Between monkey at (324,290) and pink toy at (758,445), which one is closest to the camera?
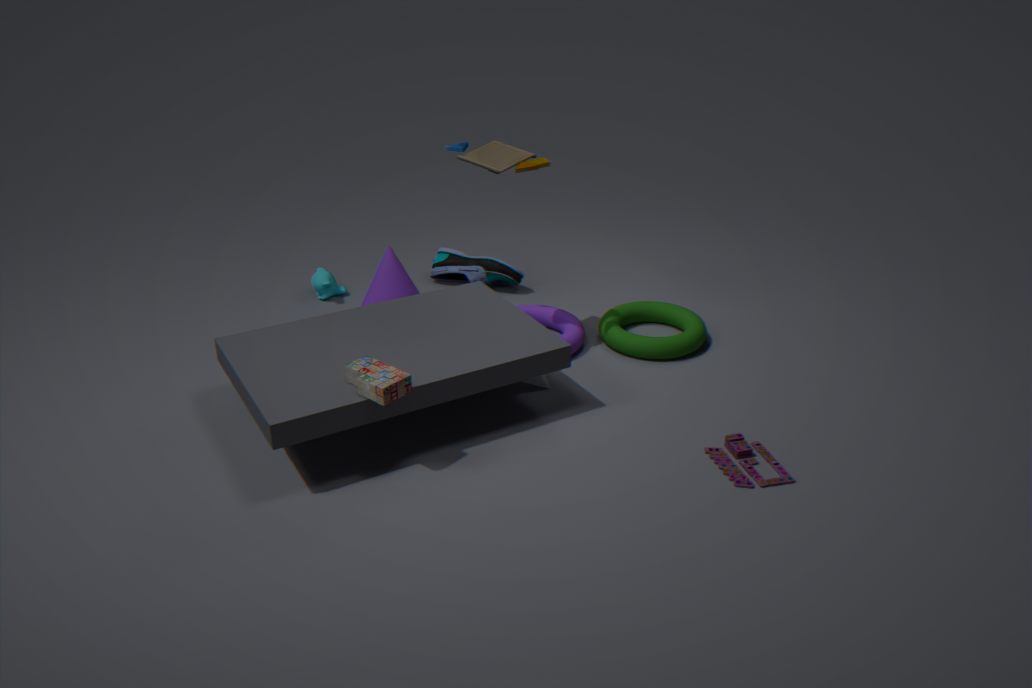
pink toy at (758,445)
